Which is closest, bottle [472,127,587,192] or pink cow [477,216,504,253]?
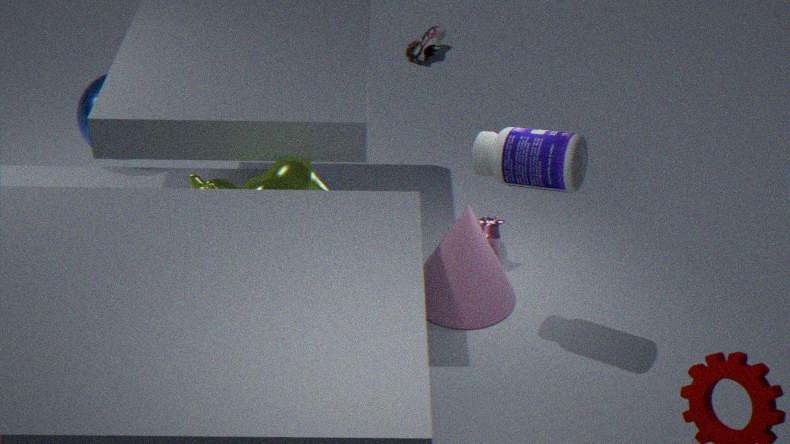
bottle [472,127,587,192]
